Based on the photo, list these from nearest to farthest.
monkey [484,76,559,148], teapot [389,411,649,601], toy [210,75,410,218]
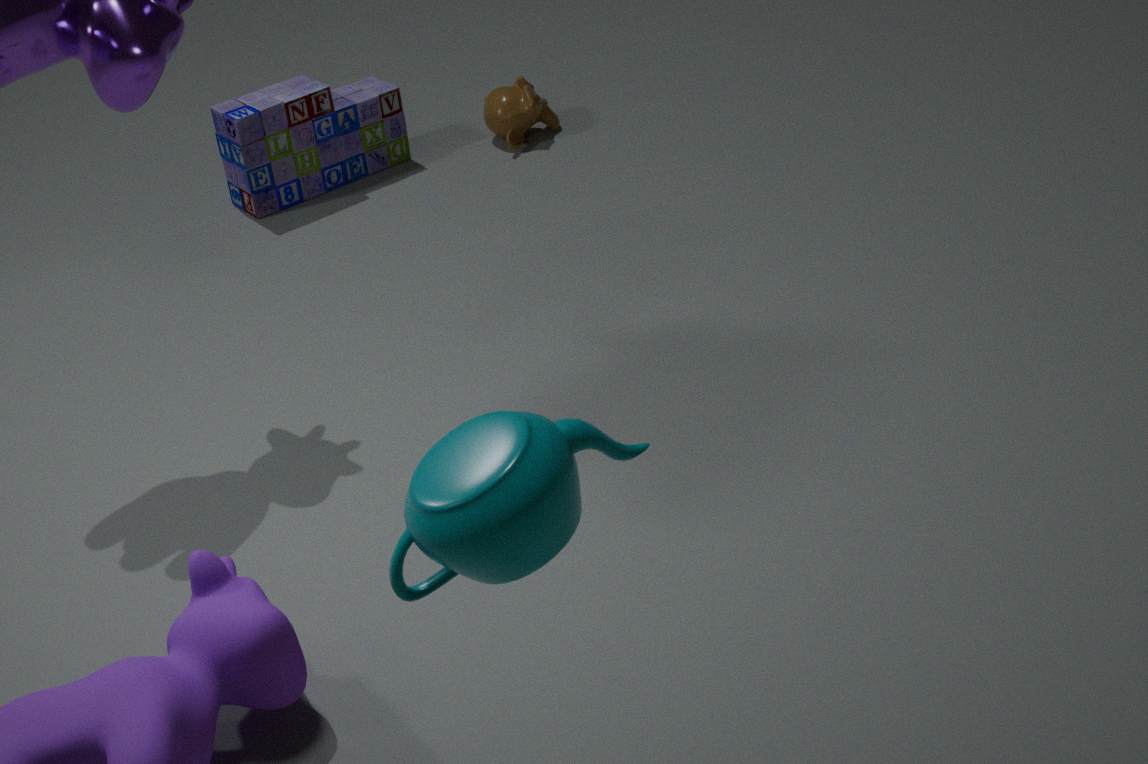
teapot [389,411,649,601] < toy [210,75,410,218] < monkey [484,76,559,148]
